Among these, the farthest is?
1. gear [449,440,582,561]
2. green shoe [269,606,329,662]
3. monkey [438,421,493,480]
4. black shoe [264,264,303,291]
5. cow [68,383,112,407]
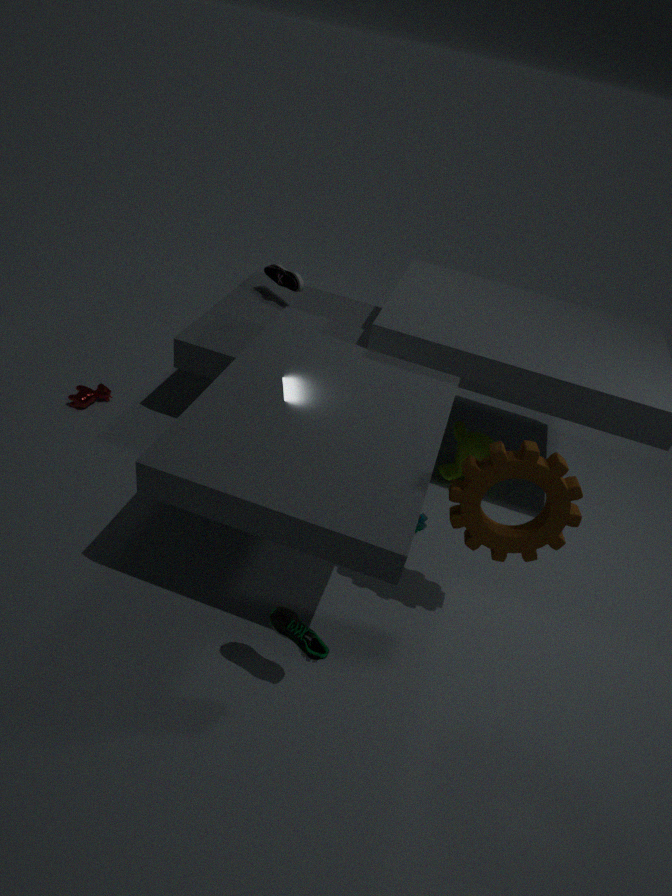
black shoe [264,264,303,291]
